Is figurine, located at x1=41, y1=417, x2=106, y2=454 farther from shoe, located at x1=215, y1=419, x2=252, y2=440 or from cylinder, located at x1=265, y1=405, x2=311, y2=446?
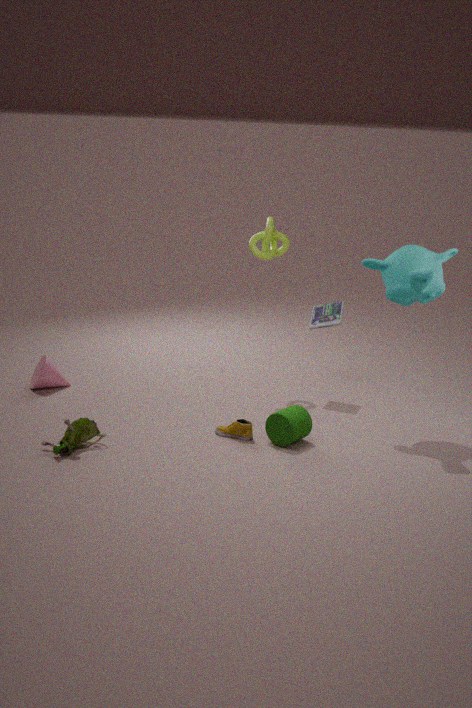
cylinder, located at x1=265, y1=405, x2=311, y2=446
